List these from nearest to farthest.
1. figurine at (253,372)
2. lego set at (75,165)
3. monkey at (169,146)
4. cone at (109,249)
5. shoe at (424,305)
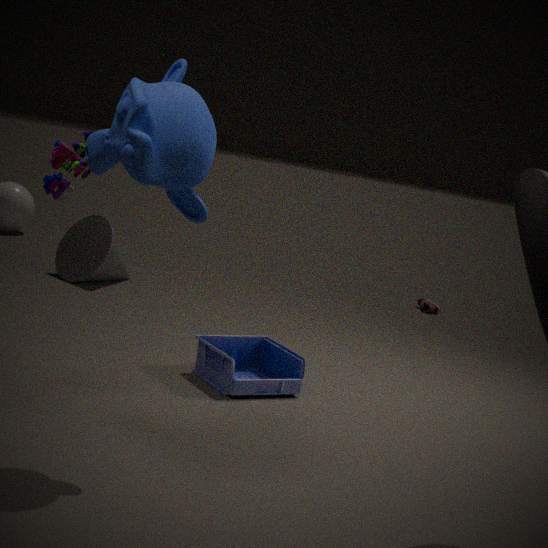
monkey at (169,146)
lego set at (75,165)
figurine at (253,372)
cone at (109,249)
shoe at (424,305)
